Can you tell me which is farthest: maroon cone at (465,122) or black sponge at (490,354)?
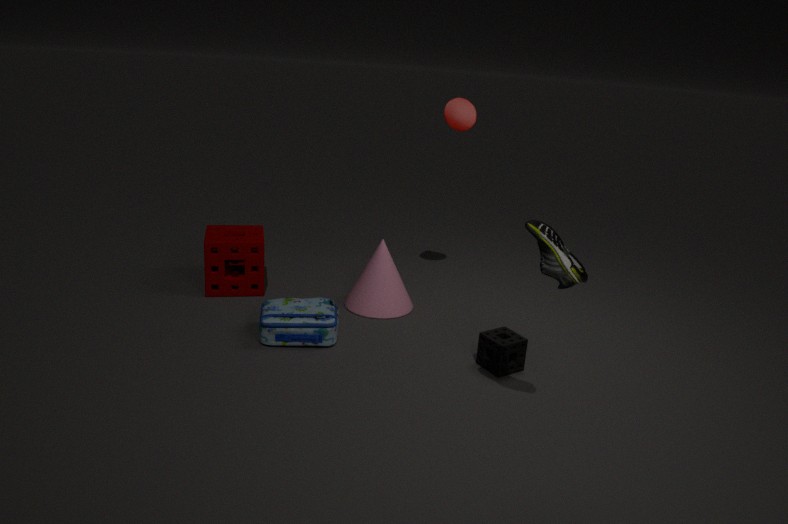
maroon cone at (465,122)
